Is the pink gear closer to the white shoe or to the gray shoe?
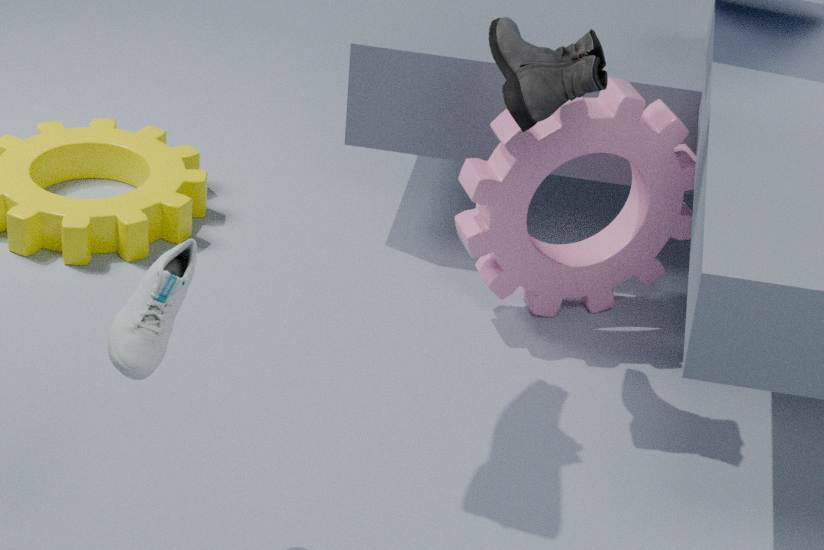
the gray shoe
